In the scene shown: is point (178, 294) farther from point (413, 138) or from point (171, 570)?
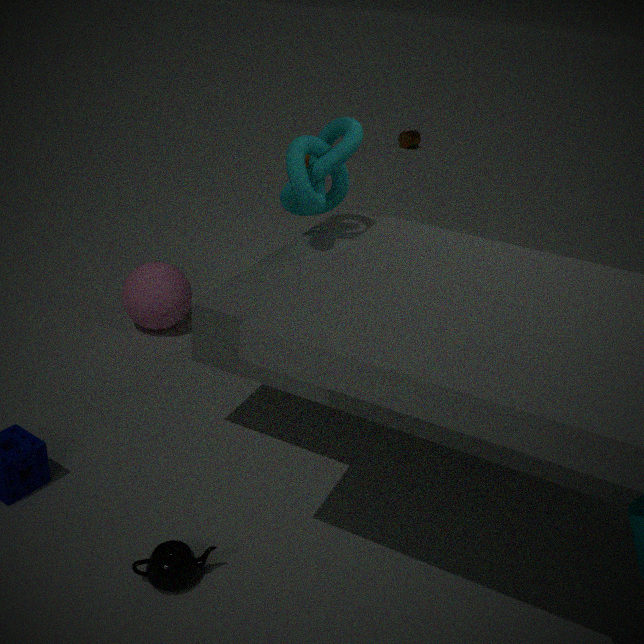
point (413, 138)
